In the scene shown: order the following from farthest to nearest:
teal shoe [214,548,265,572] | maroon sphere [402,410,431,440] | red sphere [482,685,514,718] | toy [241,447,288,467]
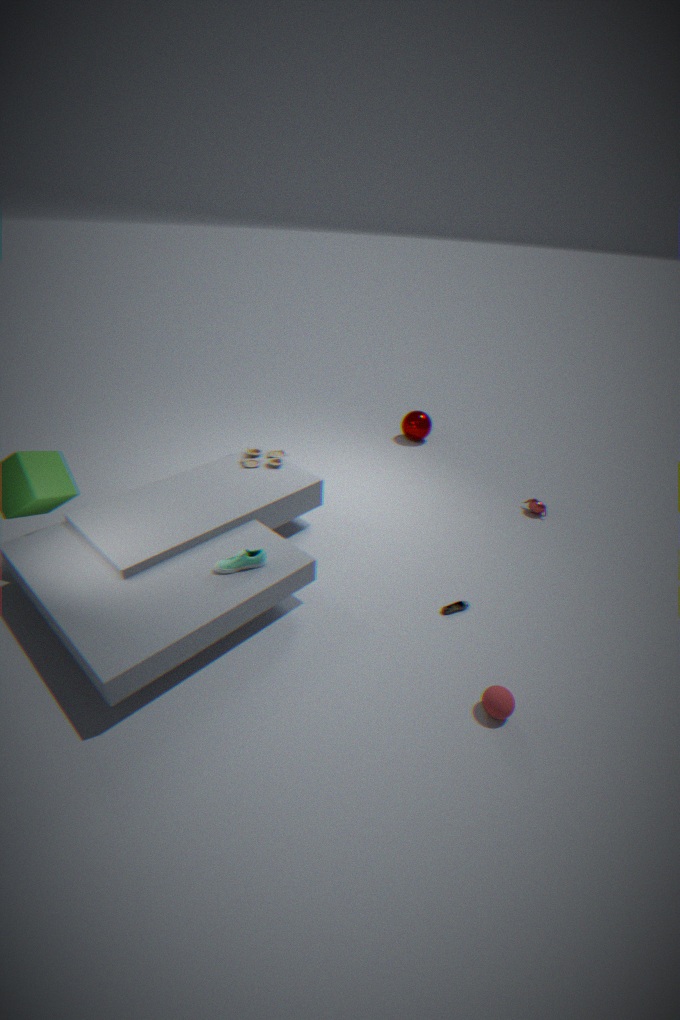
1. maroon sphere [402,410,431,440]
2. toy [241,447,288,467]
3. teal shoe [214,548,265,572]
4. red sphere [482,685,514,718]
